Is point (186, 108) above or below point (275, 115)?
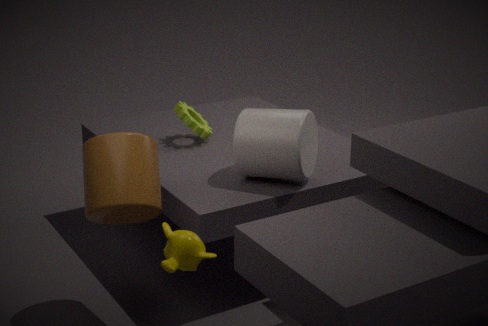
below
